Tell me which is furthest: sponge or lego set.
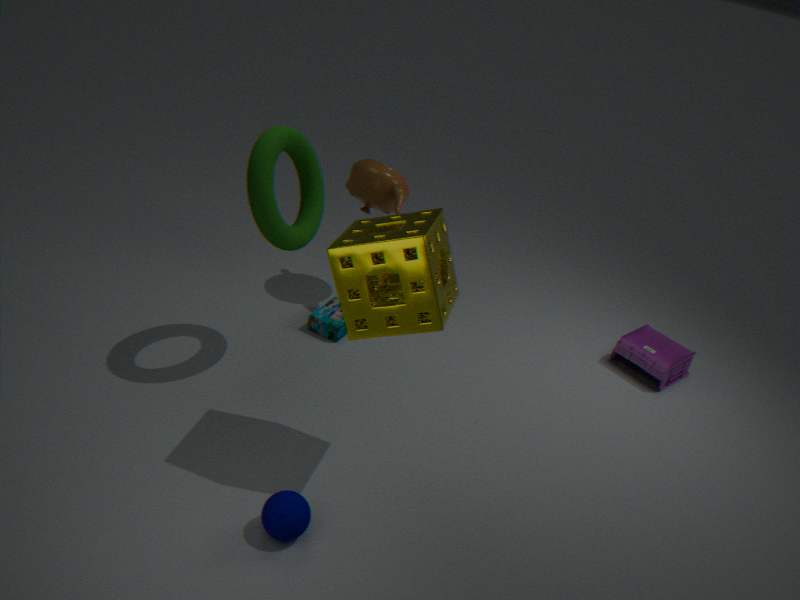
lego set
